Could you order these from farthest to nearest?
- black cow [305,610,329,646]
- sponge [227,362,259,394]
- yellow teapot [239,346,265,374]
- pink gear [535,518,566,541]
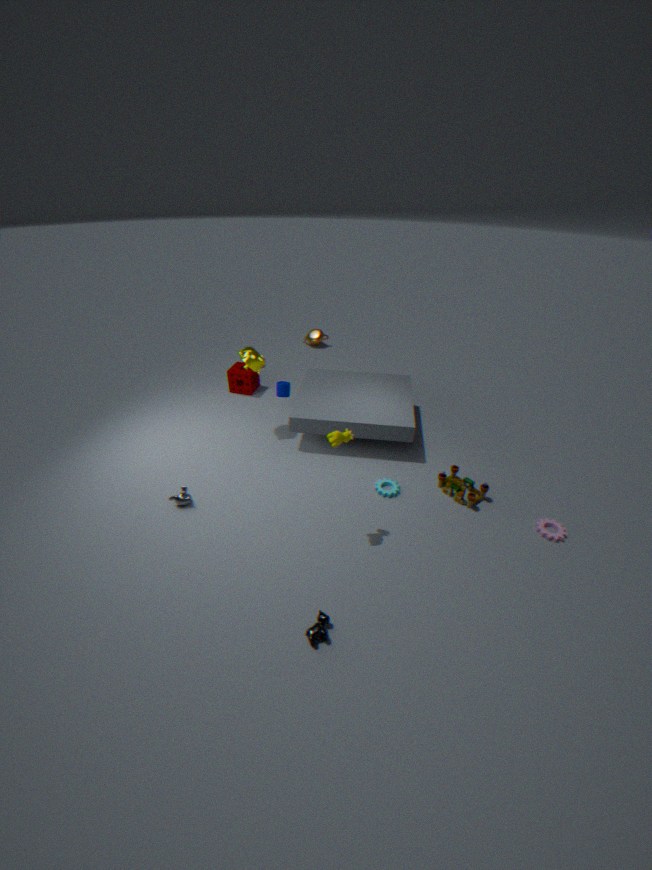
sponge [227,362,259,394]
yellow teapot [239,346,265,374]
pink gear [535,518,566,541]
black cow [305,610,329,646]
